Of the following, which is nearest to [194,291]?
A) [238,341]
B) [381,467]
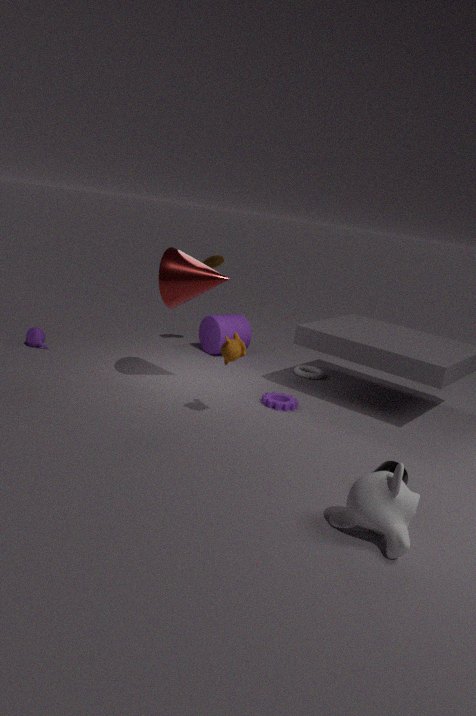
[238,341]
